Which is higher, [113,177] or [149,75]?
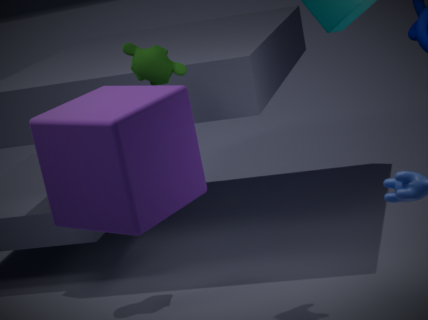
[149,75]
